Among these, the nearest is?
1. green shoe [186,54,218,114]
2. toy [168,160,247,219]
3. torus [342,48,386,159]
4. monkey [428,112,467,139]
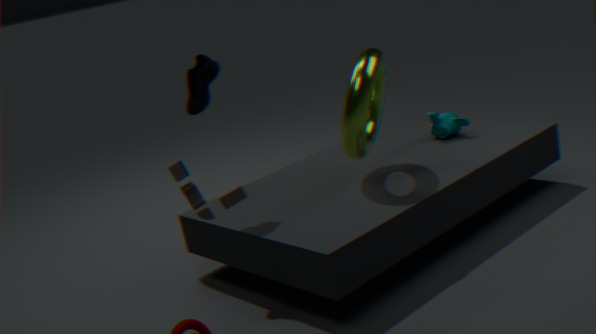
toy [168,160,247,219]
